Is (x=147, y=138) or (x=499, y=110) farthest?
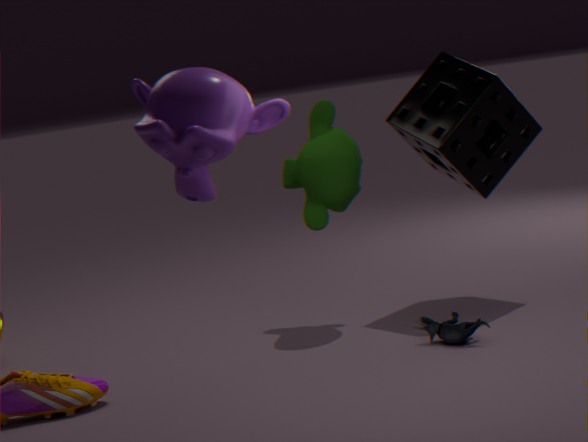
(x=499, y=110)
